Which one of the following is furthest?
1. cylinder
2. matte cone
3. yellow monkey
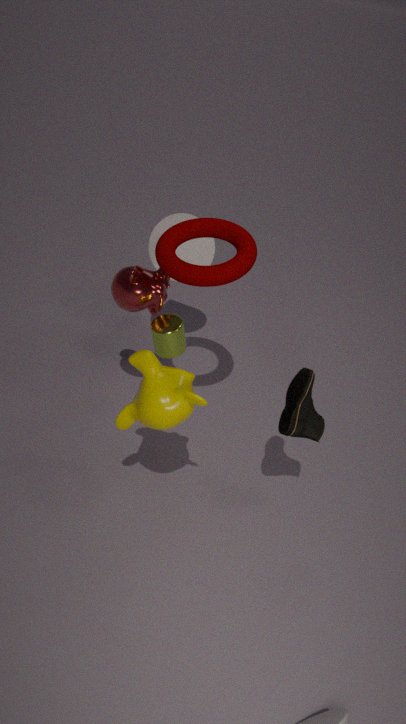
matte cone
